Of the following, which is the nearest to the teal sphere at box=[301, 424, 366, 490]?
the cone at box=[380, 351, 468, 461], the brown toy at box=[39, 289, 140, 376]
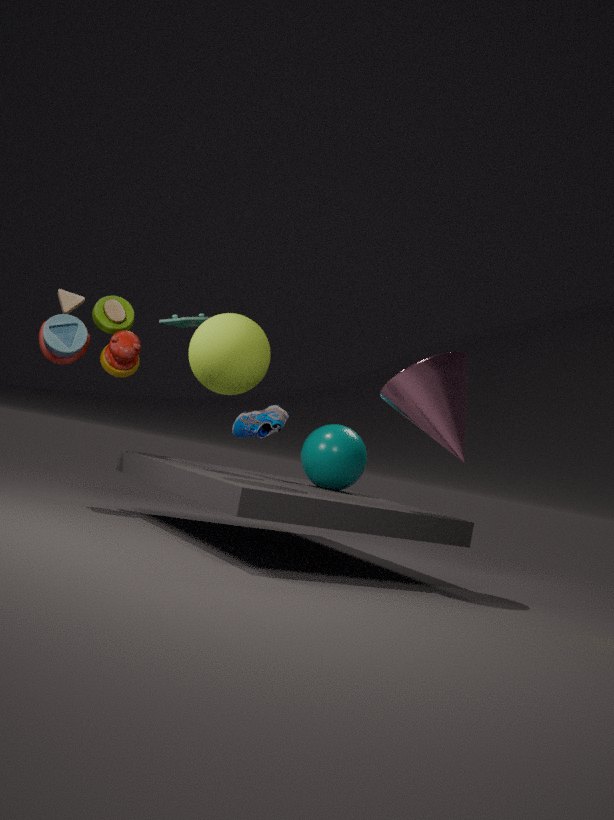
the cone at box=[380, 351, 468, 461]
